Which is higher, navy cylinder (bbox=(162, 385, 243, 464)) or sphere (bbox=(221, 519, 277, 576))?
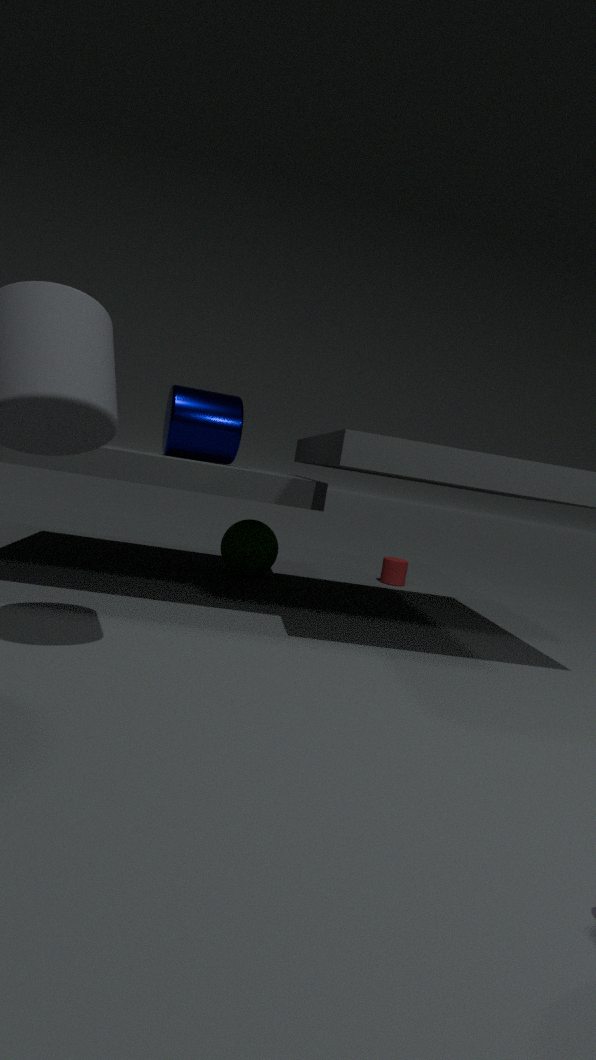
navy cylinder (bbox=(162, 385, 243, 464))
